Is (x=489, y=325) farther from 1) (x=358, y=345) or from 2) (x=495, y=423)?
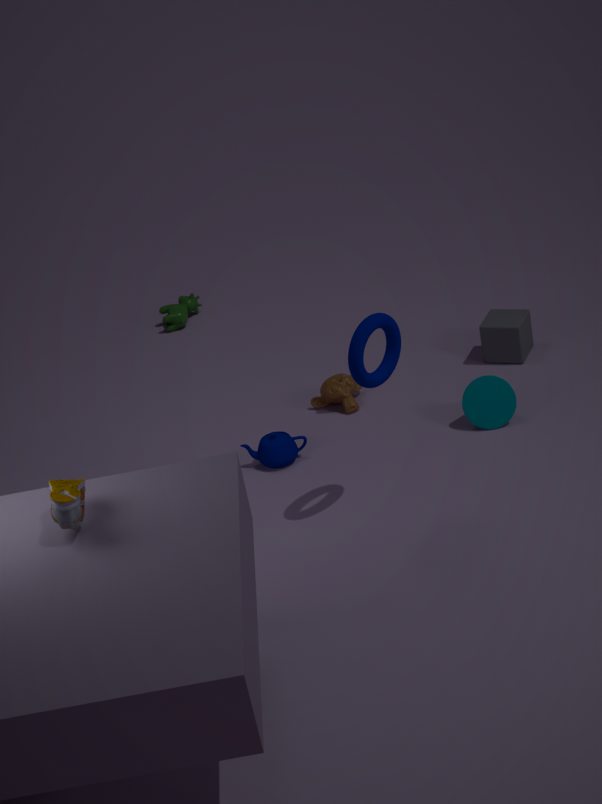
1) (x=358, y=345)
